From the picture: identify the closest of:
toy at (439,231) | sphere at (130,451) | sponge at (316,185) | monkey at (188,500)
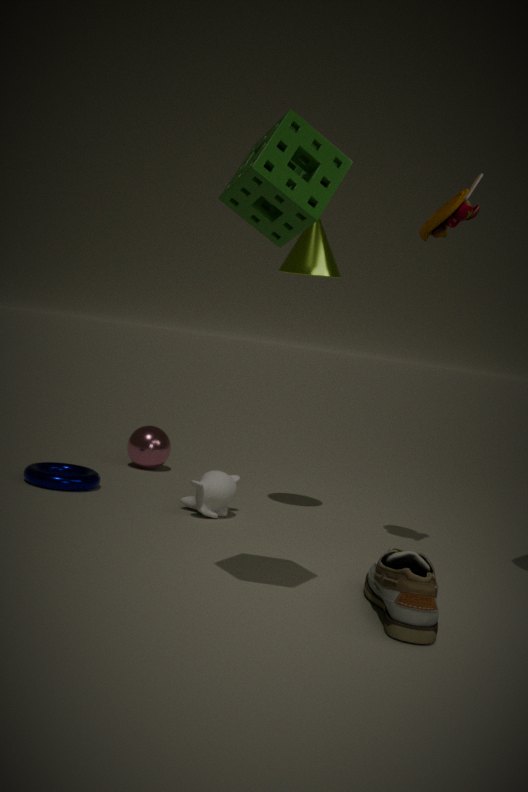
sponge at (316,185)
